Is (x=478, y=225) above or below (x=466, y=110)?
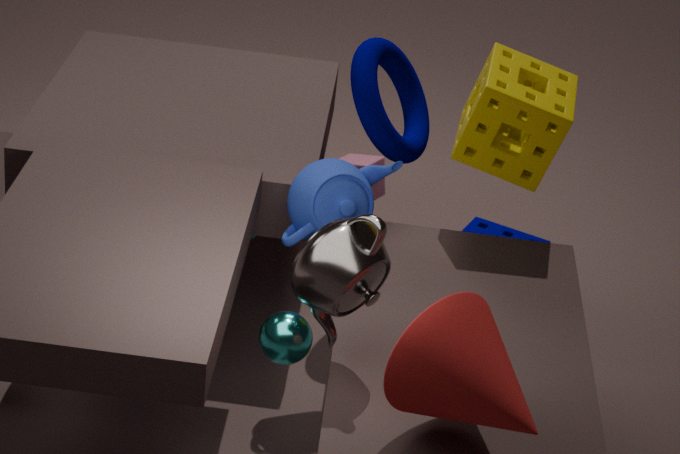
below
